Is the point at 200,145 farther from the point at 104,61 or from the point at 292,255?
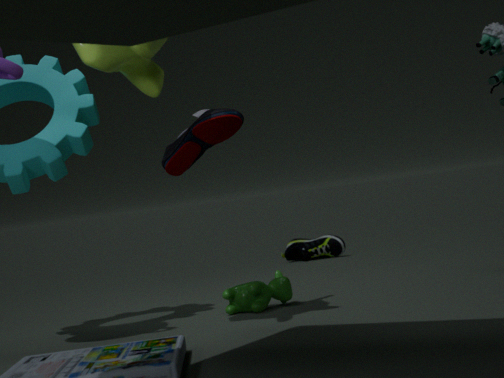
the point at 292,255
